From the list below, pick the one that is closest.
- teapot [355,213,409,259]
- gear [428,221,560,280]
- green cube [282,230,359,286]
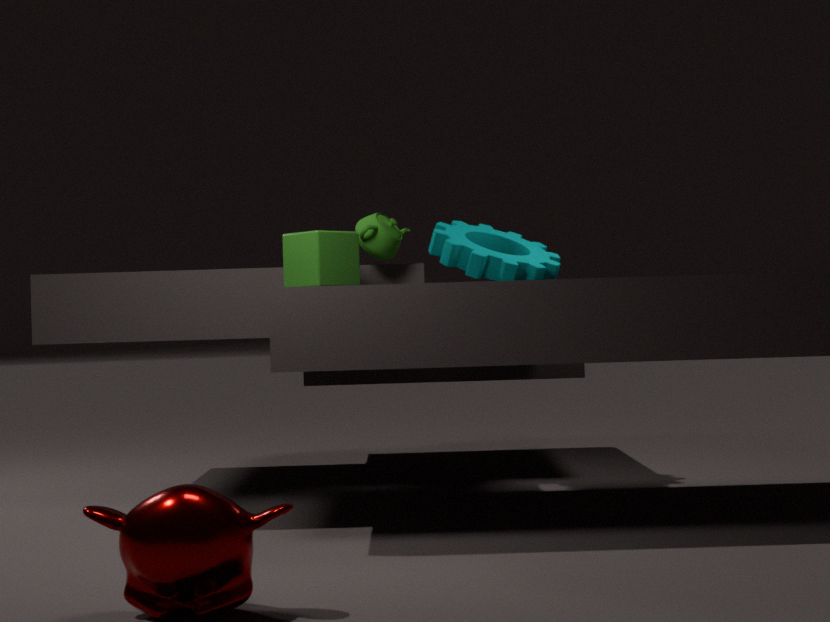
green cube [282,230,359,286]
